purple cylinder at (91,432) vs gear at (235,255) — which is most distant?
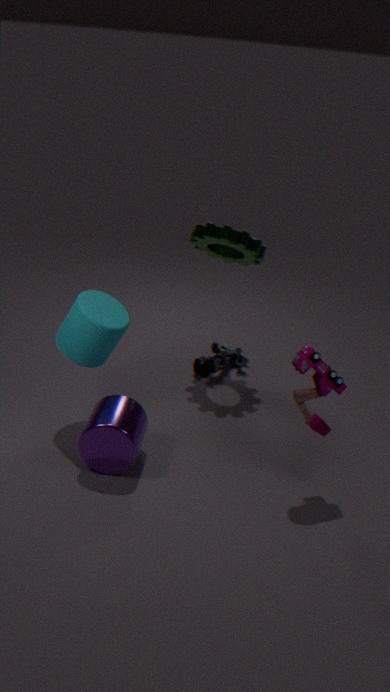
gear at (235,255)
